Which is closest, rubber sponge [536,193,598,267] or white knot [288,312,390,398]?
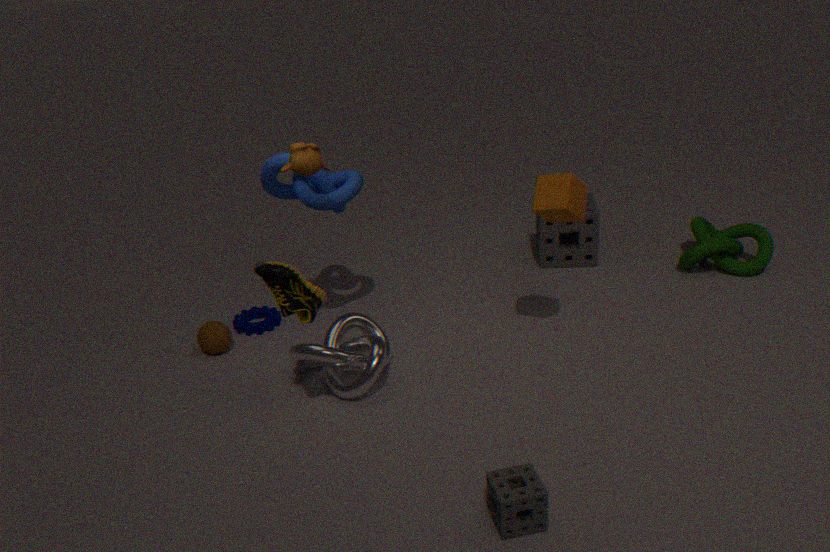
white knot [288,312,390,398]
